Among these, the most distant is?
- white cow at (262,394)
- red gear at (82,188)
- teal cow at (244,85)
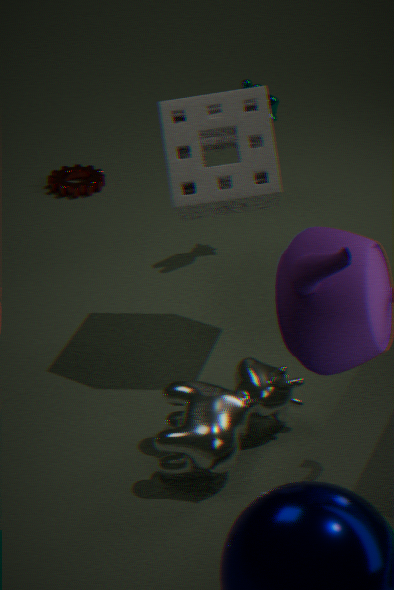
red gear at (82,188)
